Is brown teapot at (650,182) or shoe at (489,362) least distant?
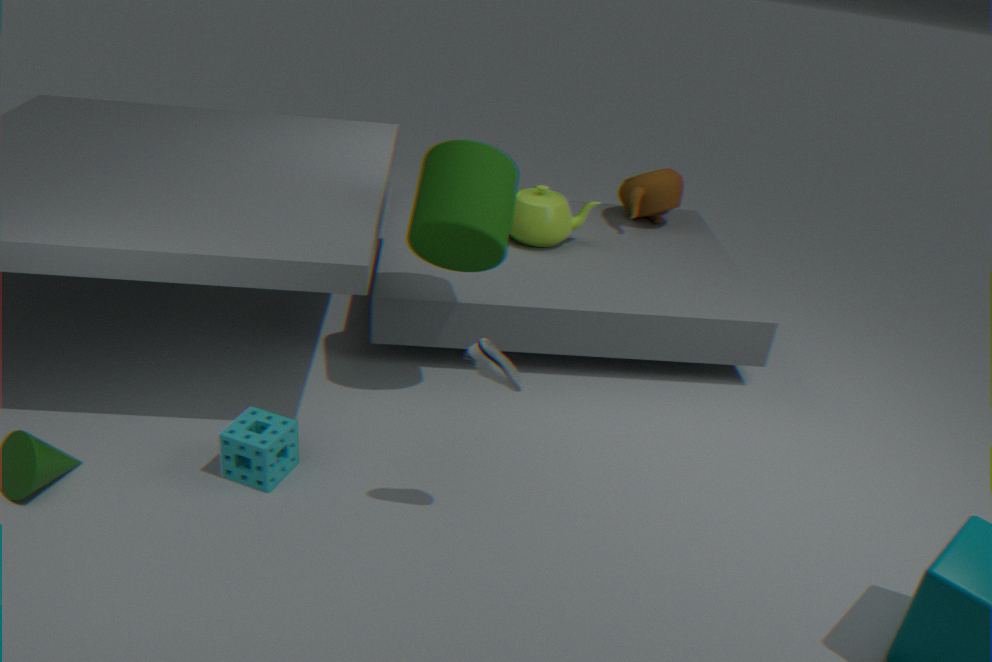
shoe at (489,362)
